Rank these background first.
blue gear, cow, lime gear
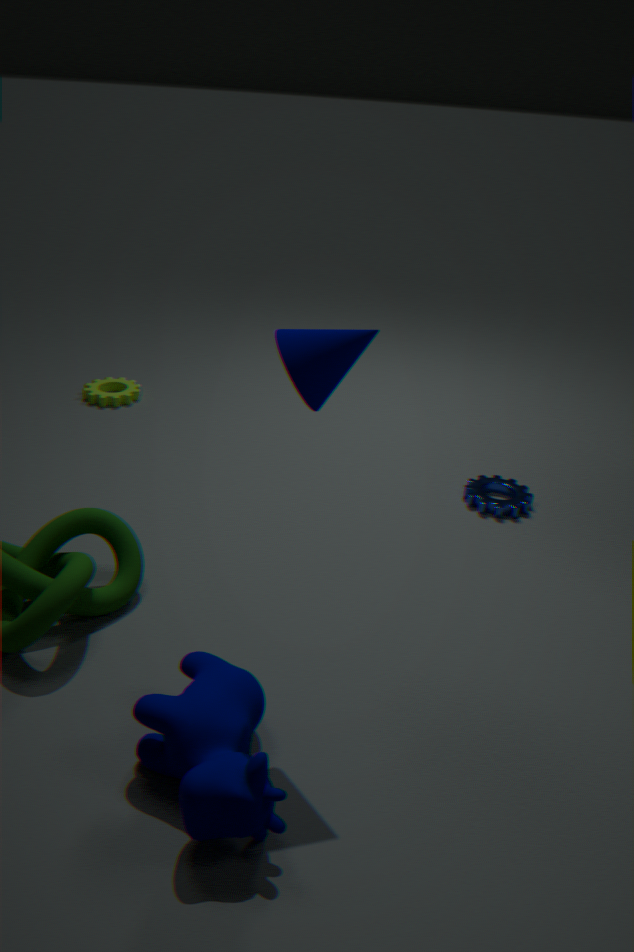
1. lime gear
2. blue gear
3. cow
